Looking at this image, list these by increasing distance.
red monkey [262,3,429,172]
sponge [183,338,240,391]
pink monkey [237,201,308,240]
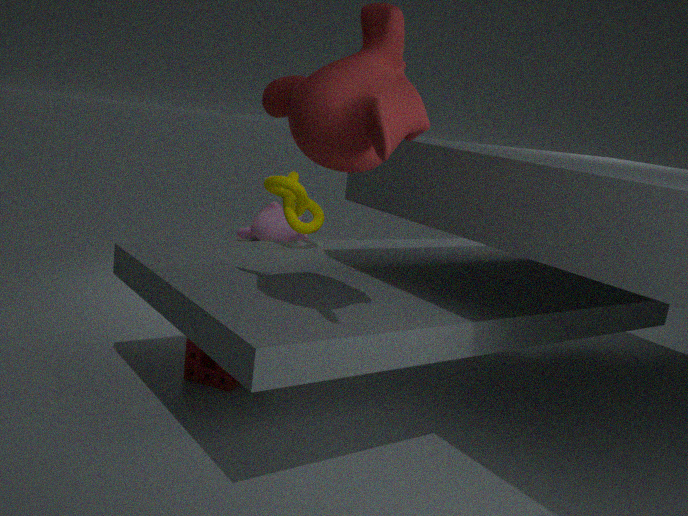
red monkey [262,3,429,172]
sponge [183,338,240,391]
pink monkey [237,201,308,240]
